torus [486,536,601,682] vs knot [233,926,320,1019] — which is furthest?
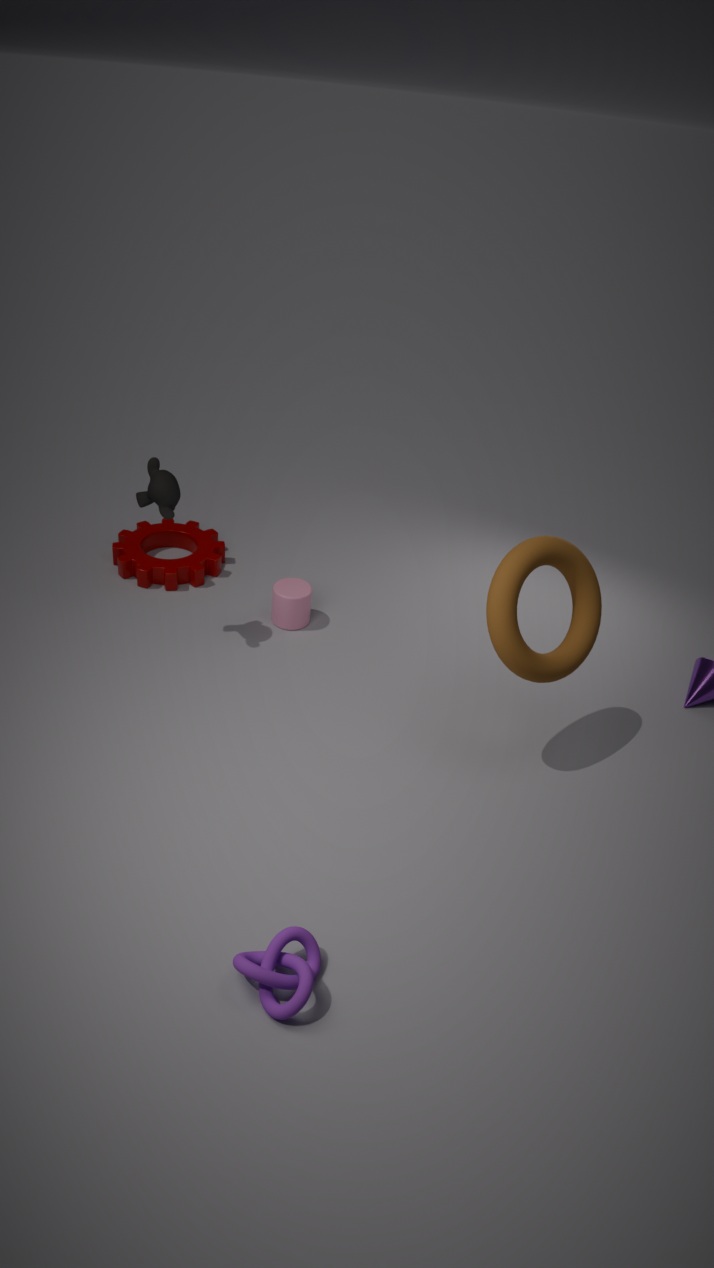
torus [486,536,601,682]
